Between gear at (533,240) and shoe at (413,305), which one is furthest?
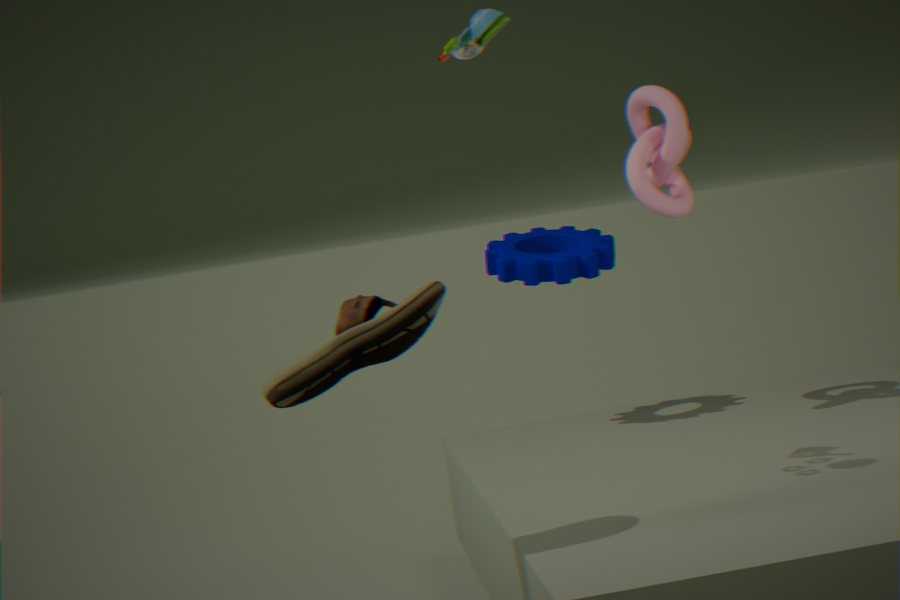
gear at (533,240)
